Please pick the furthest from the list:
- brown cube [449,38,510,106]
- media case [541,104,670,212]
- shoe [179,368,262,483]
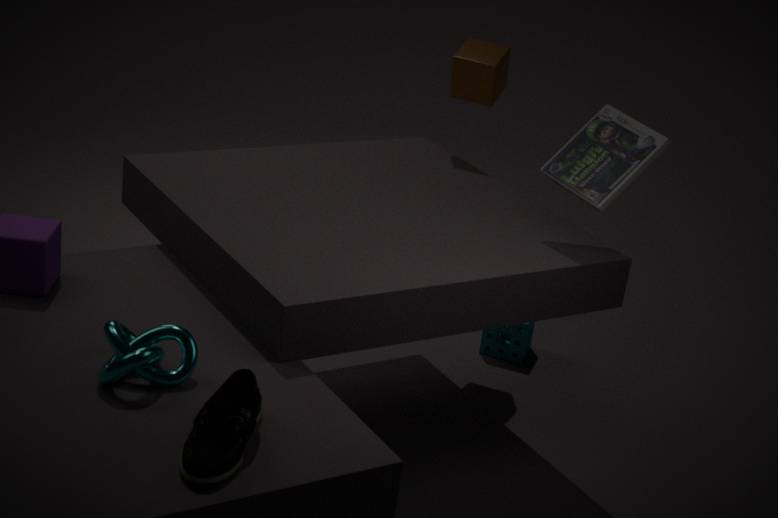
brown cube [449,38,510,106]
